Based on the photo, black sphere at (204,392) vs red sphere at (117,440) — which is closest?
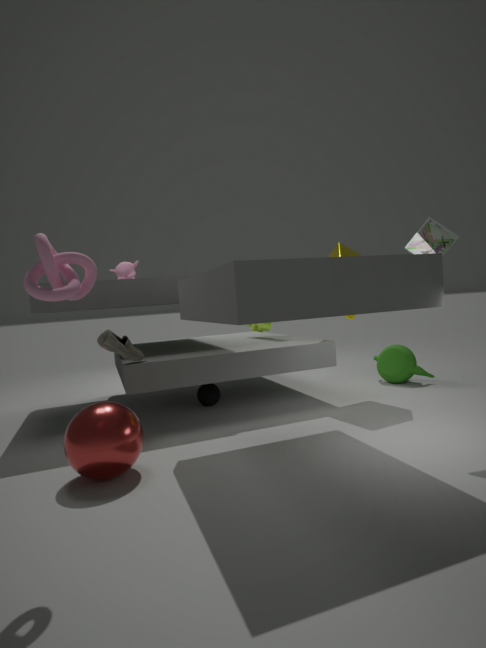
red sphere at (117,440)
